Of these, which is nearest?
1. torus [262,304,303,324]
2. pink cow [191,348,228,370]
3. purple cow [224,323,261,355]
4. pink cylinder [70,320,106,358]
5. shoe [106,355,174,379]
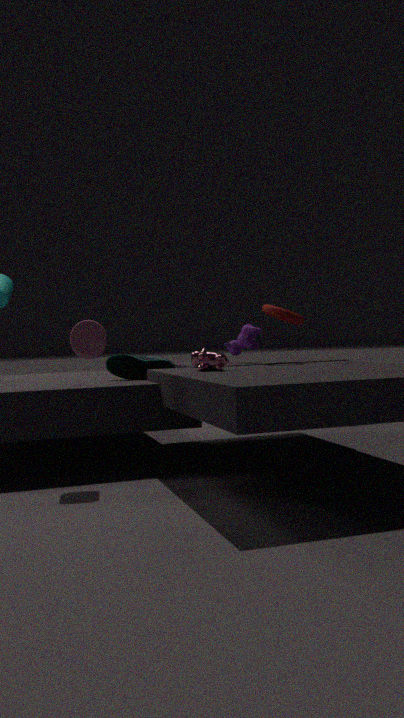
pink cylinder [70,320,106,358]
